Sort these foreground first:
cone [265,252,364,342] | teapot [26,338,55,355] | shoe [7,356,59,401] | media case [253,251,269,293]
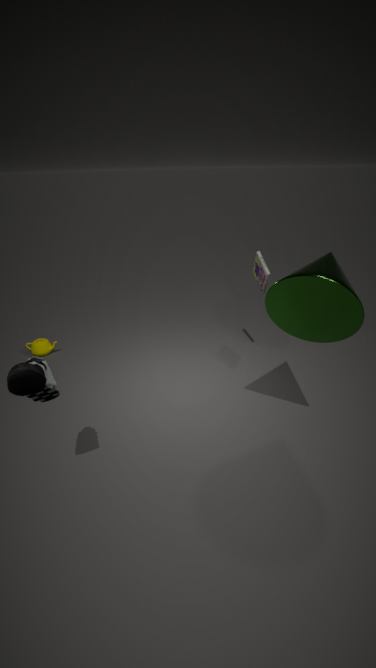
shoe [7,356,59,401]
cone [265,252,364,342]
media case [253,251,269,293]
teapot [26,338,55,355]
